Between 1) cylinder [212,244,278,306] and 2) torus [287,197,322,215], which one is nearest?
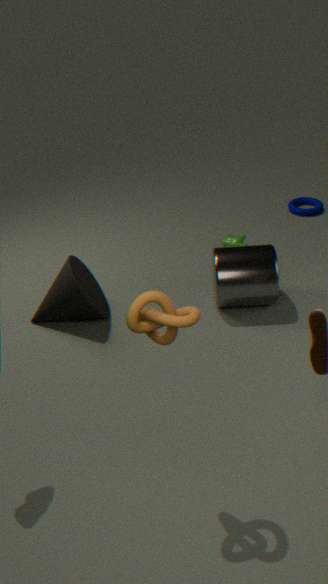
1. cylinder [212,244,278,306]
